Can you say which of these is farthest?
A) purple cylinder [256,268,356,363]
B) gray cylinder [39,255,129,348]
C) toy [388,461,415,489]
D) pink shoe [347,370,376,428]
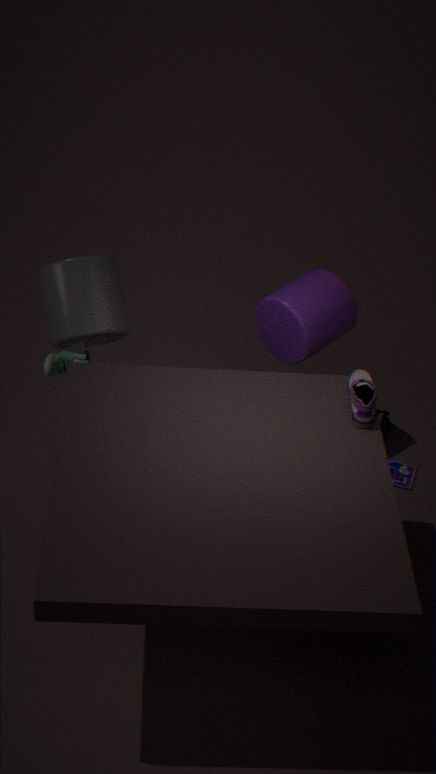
toy [388,461,415,489]
